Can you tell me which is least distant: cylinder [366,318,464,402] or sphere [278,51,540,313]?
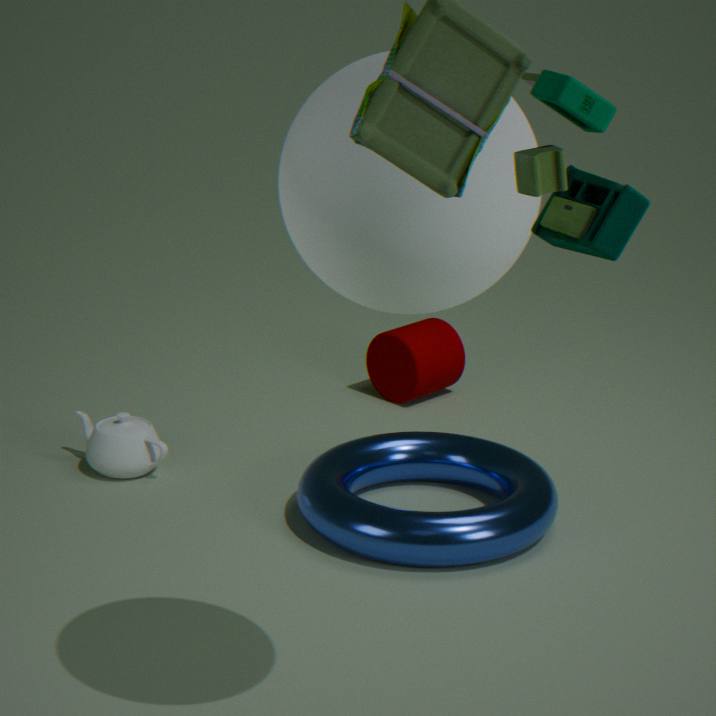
sphere [278,51,540,313]
